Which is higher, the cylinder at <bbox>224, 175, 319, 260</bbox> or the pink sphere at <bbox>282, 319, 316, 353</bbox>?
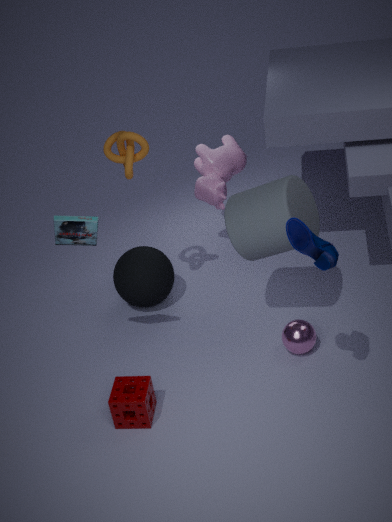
the cylinder at <bbox>224, 175, 319, 260</bbox>
